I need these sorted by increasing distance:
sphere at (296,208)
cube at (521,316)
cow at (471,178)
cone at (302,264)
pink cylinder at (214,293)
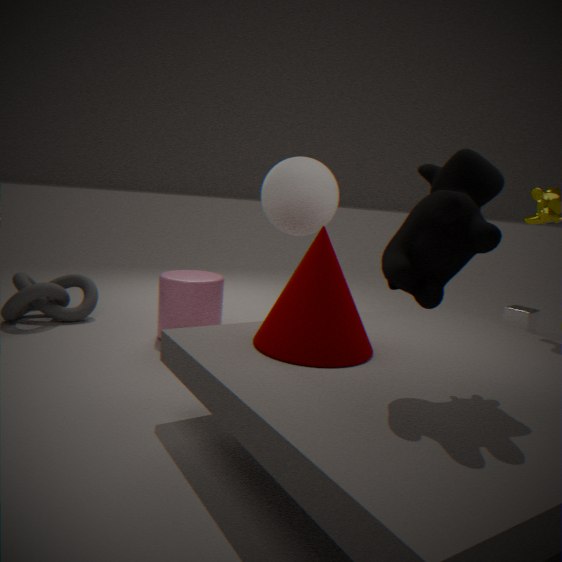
cow at (471,178)
cone at (302,264)
sphere at (296,208)
pink cylinder at (214,293)
cube at (521,316)
